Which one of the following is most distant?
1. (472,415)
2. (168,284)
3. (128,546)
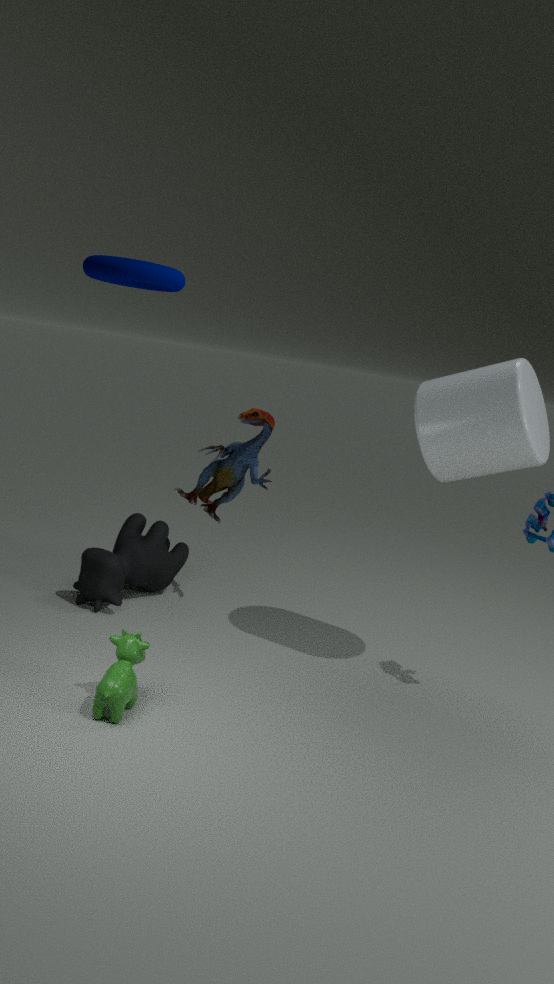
(128,546)
